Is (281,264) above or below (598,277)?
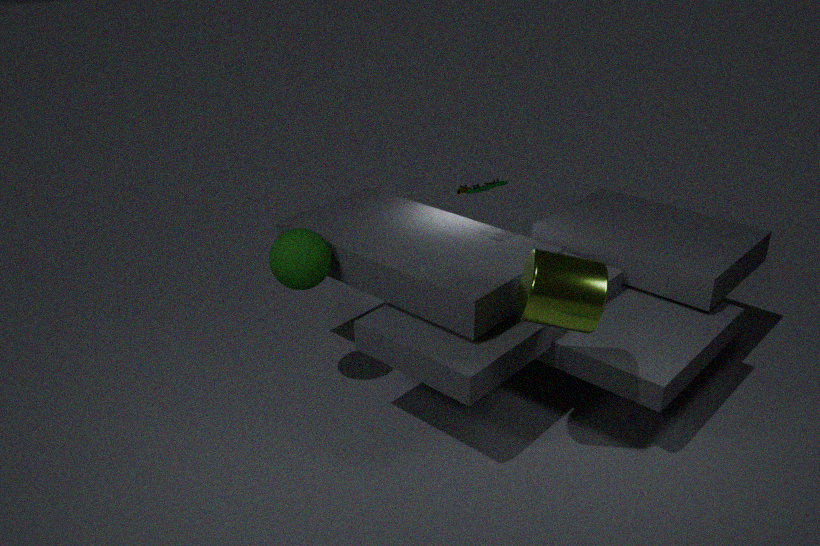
below
